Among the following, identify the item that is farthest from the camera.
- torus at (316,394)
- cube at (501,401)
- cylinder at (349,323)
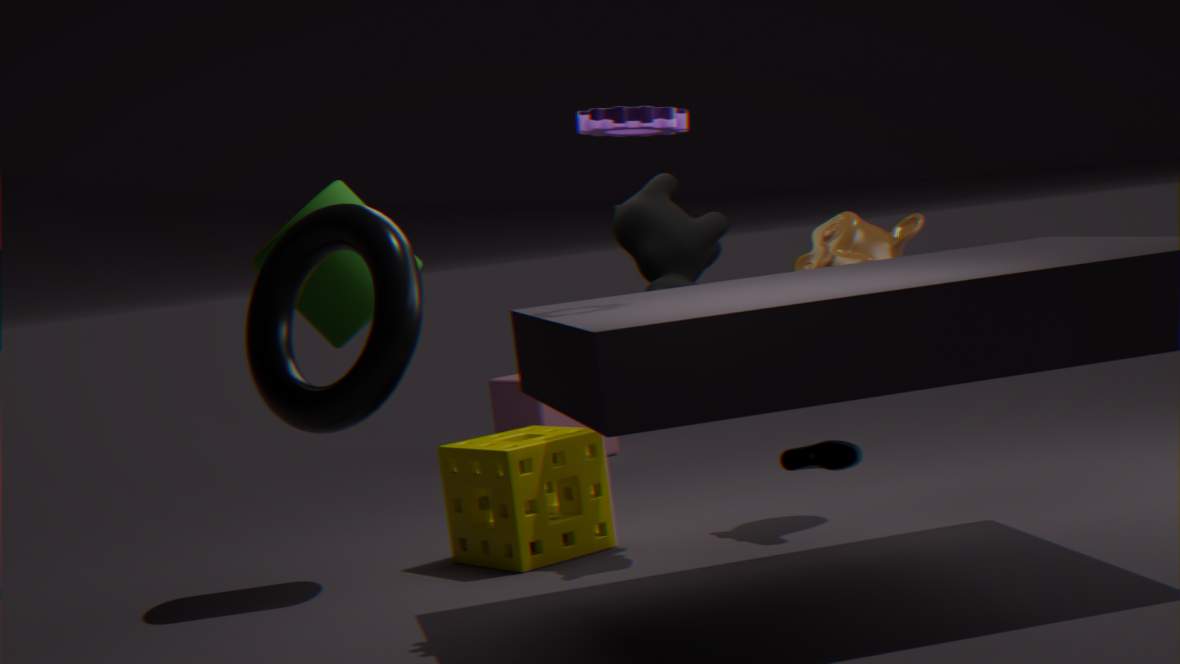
cube at (501,401)
